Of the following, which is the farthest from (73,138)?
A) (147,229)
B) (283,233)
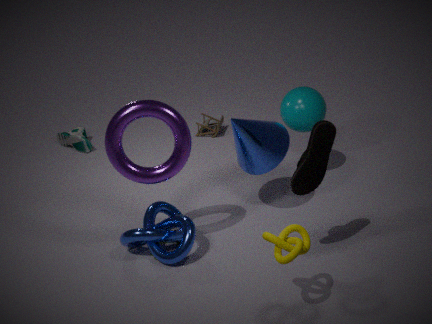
(283,233)
